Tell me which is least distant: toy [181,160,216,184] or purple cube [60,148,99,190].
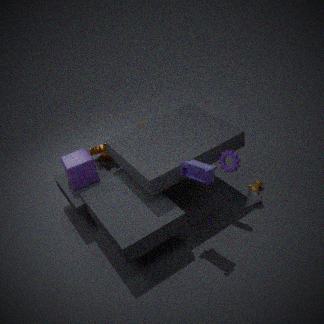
toy [181,160,216,184]
